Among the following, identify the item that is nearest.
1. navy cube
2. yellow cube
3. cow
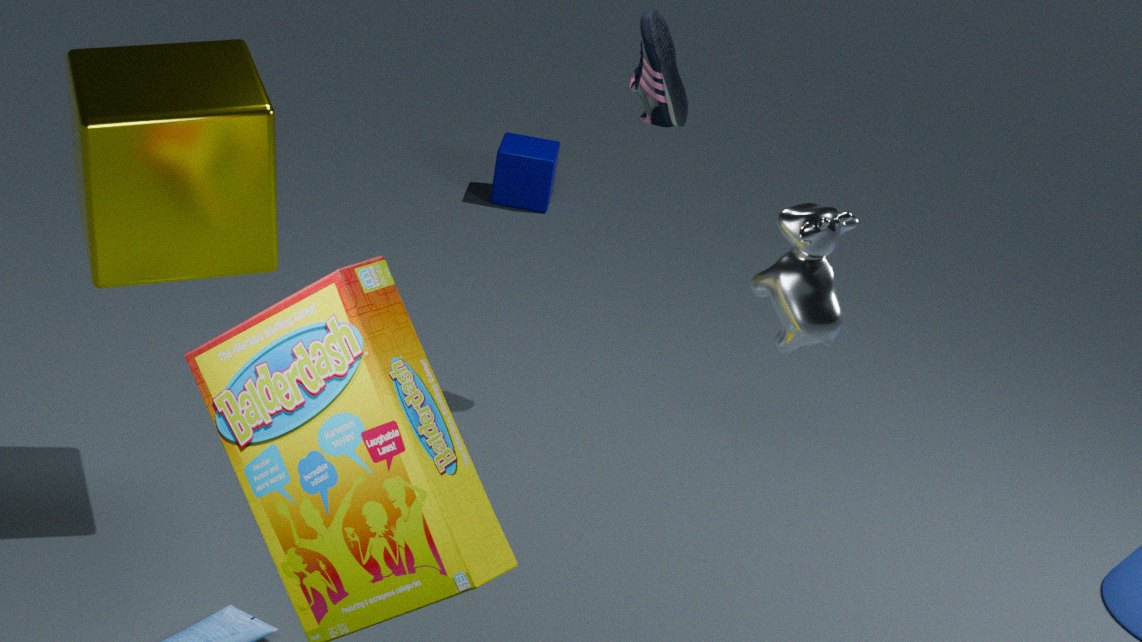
cow
